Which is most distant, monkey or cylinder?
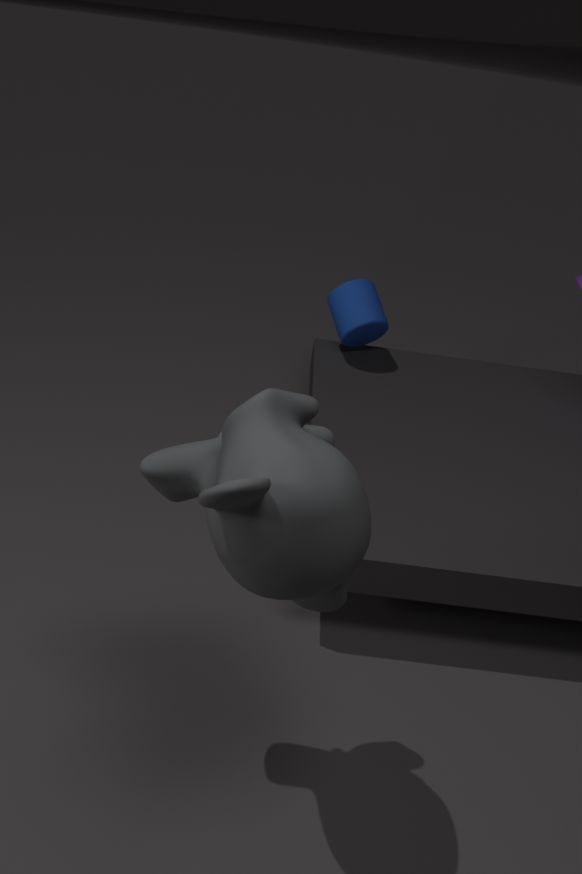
cylinder
